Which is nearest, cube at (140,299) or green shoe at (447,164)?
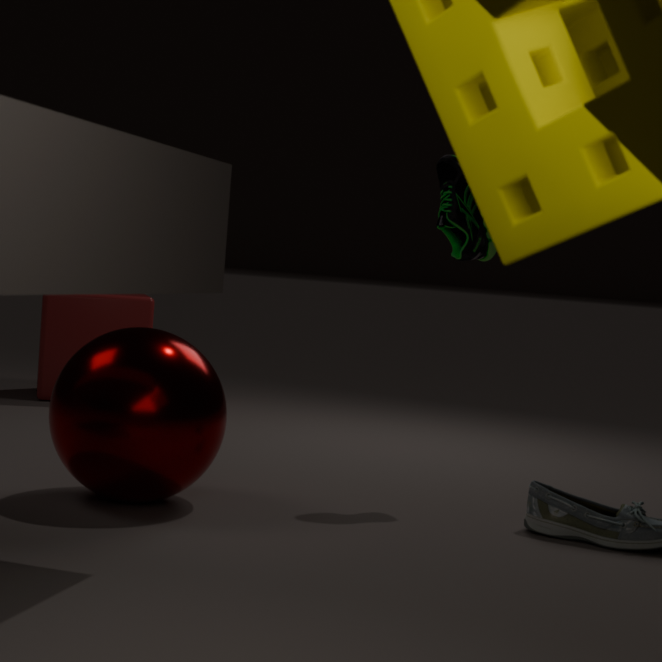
green shoe at (447,164)
